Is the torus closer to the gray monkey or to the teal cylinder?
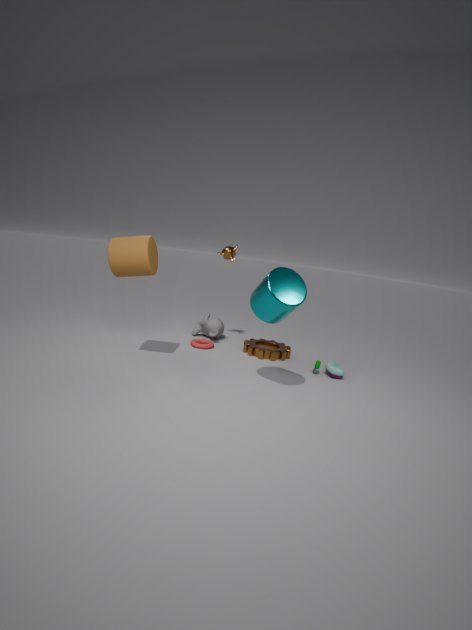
the gray monkey
